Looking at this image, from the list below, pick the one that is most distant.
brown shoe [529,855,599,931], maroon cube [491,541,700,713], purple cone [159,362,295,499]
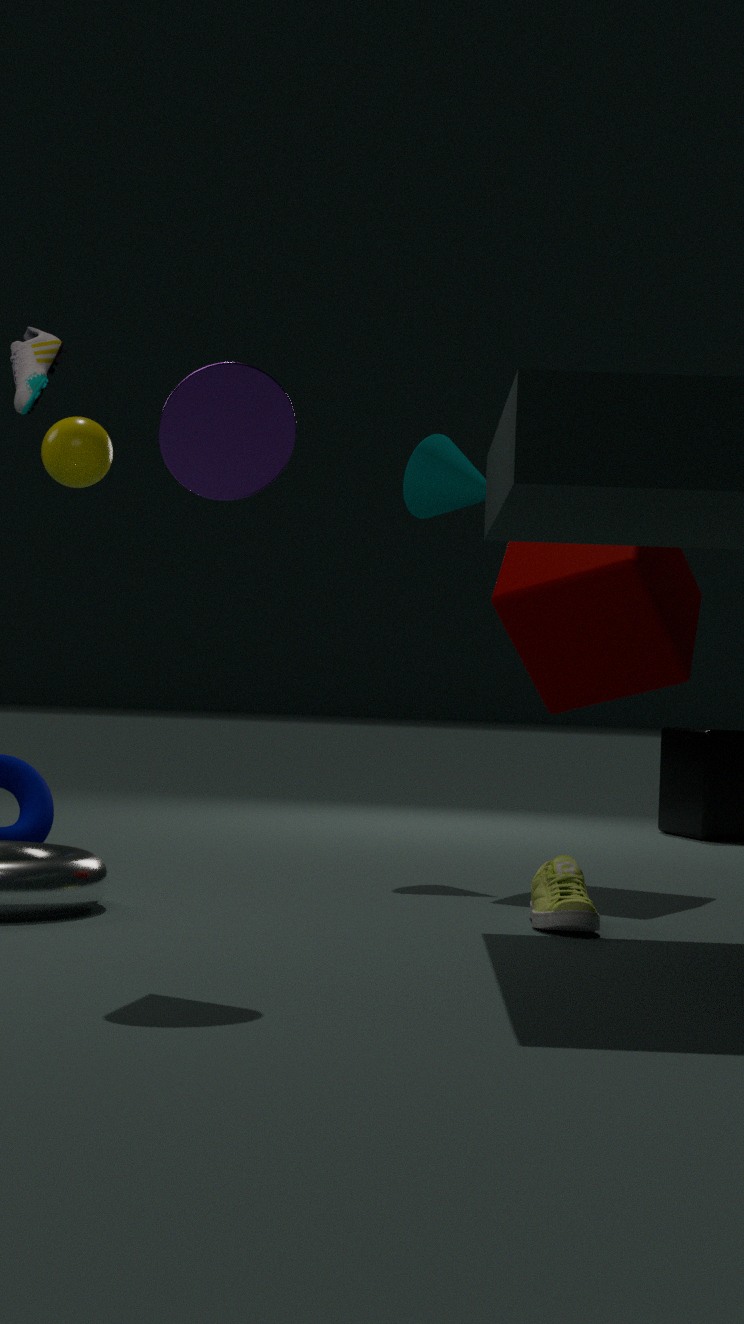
maroon cube [491,541,700,713]
